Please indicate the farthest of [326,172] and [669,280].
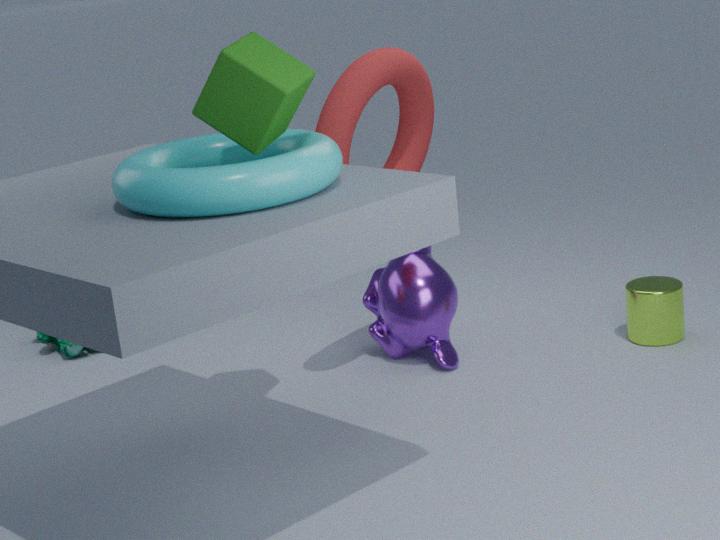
[669,280]
